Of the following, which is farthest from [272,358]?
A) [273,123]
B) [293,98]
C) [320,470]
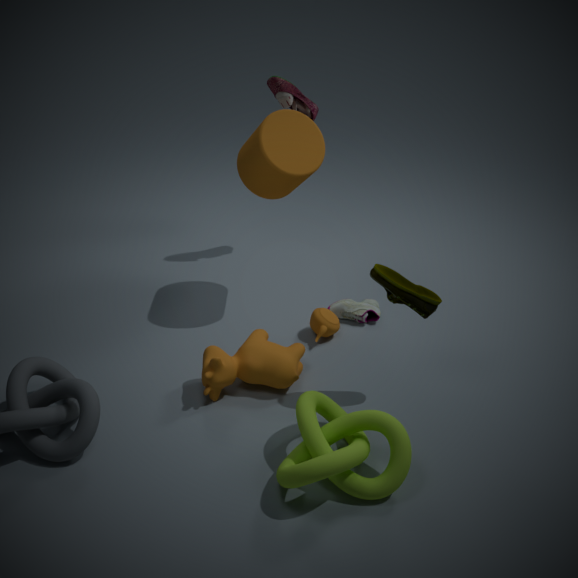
[293,98]
